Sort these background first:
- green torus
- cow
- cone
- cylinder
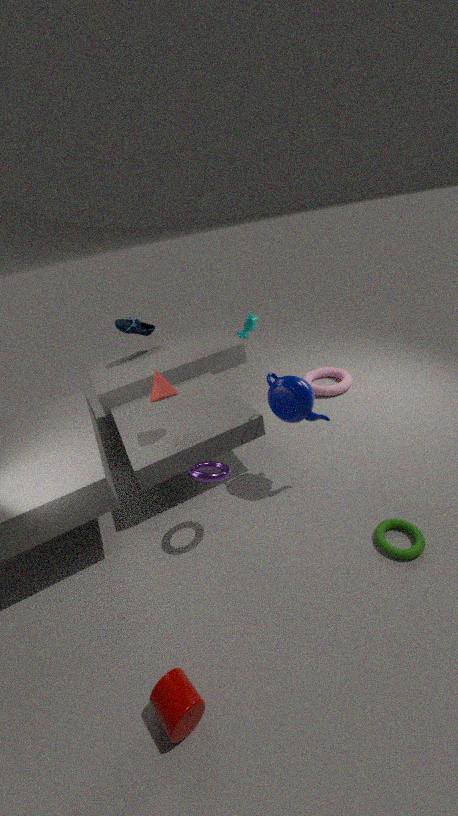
1. cow
2. cone
3. green torus
4. cylinder
